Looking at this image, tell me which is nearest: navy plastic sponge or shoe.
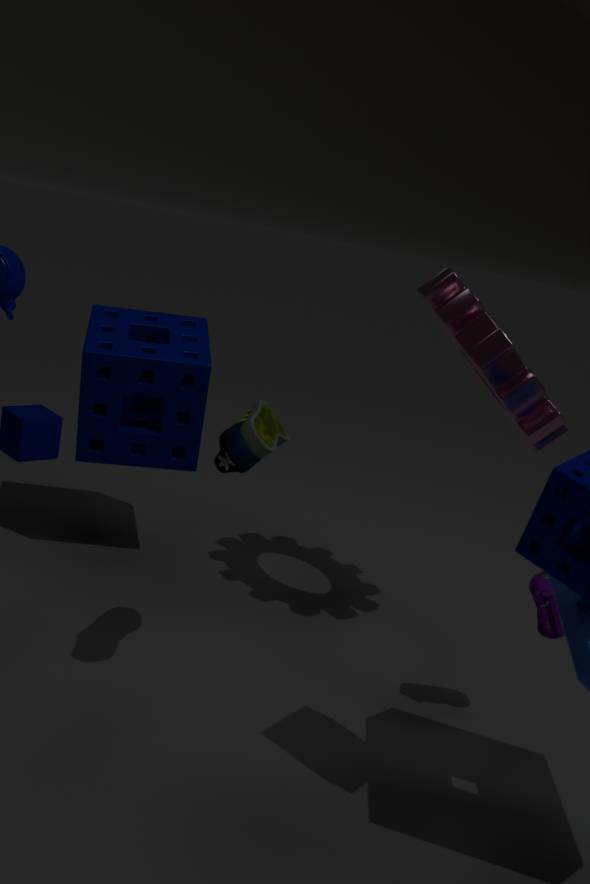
shoe
